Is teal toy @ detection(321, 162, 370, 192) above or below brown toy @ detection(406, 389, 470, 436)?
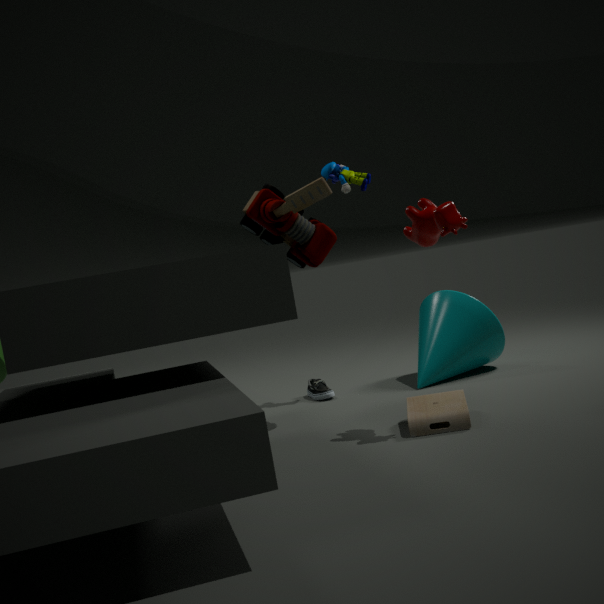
above
